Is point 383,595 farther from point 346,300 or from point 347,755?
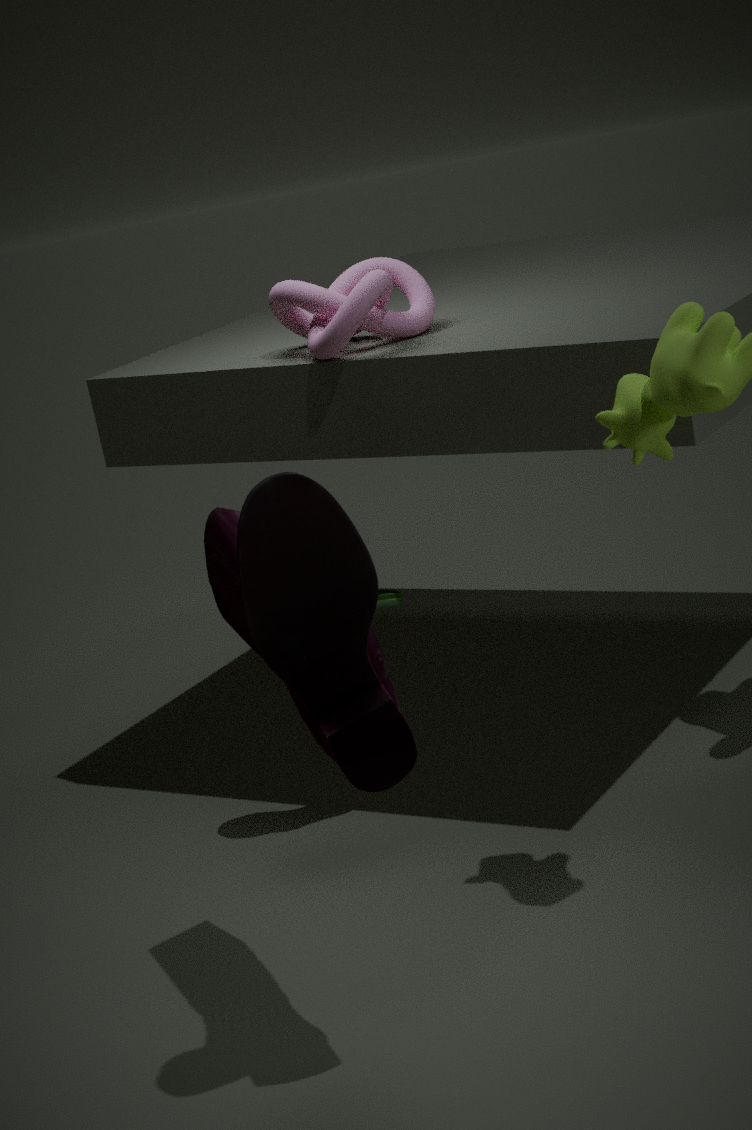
point 347,755
